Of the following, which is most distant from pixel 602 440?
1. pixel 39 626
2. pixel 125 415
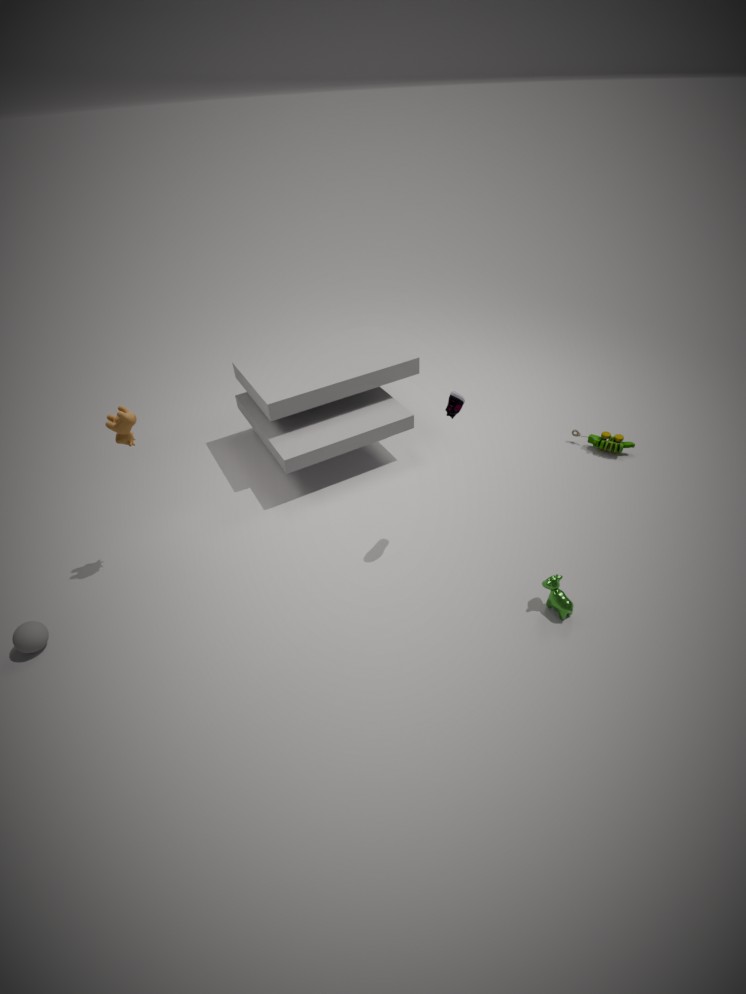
pixel 39 626
